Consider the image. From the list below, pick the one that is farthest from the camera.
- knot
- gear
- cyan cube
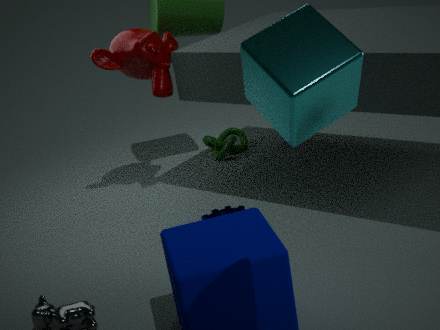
knot
